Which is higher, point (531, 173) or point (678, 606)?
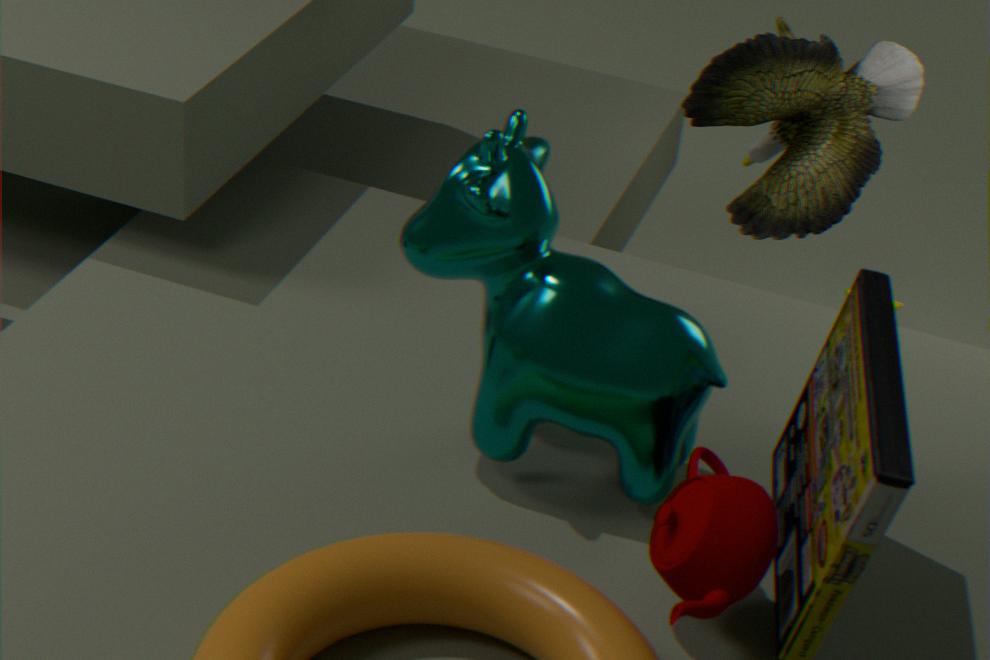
point (531, 173)
